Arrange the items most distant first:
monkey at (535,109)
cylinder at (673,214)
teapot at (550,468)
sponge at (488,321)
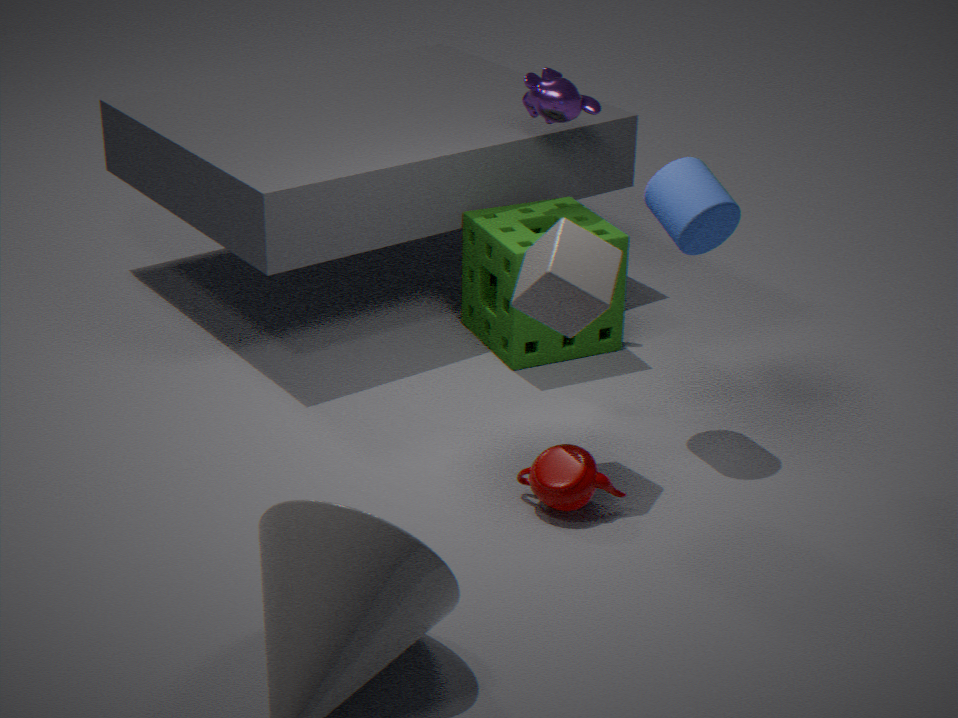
monkey at (535,109) → sponge at (488,321) → cylinder at (673,214) → teapot at (550,468)
